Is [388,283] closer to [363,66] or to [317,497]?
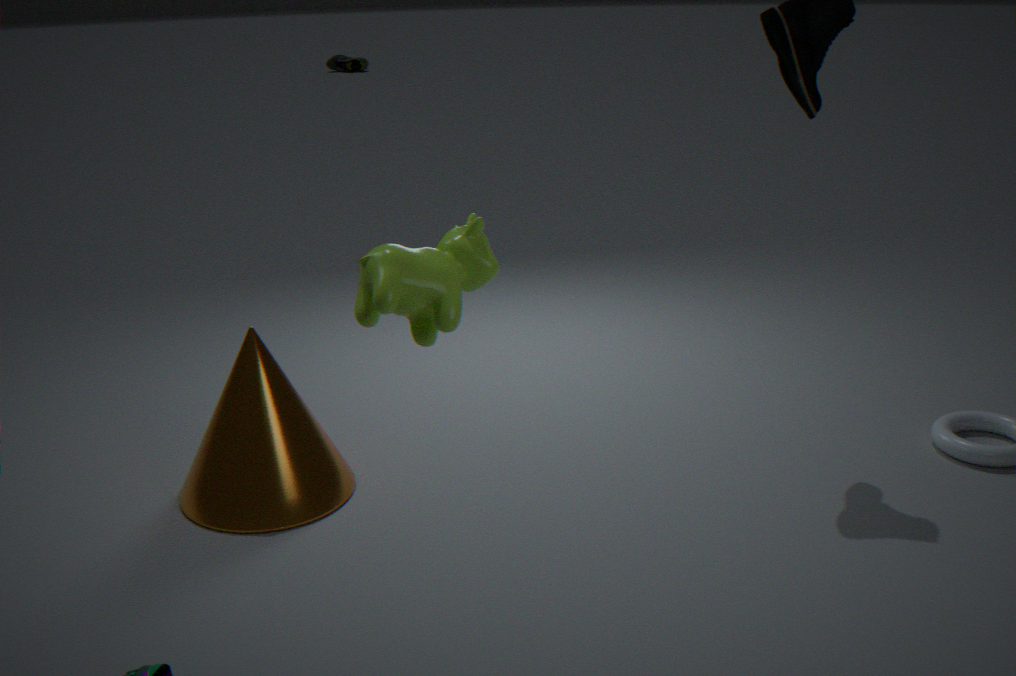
[317,497]
